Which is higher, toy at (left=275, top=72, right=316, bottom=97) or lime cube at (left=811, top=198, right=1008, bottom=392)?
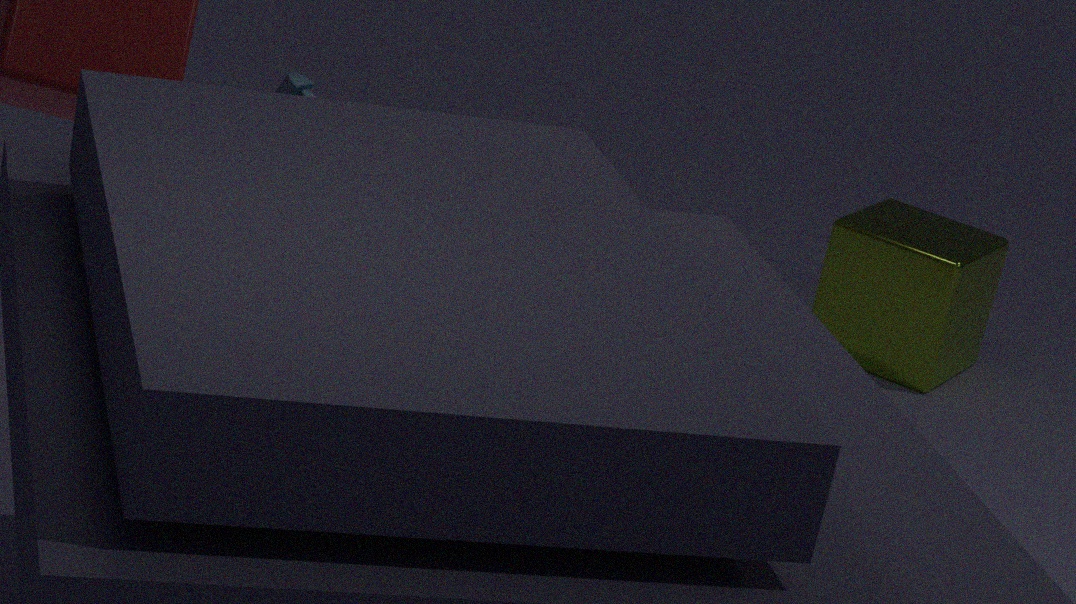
toy at (left=275, top=72, right=316, bottom=97)
